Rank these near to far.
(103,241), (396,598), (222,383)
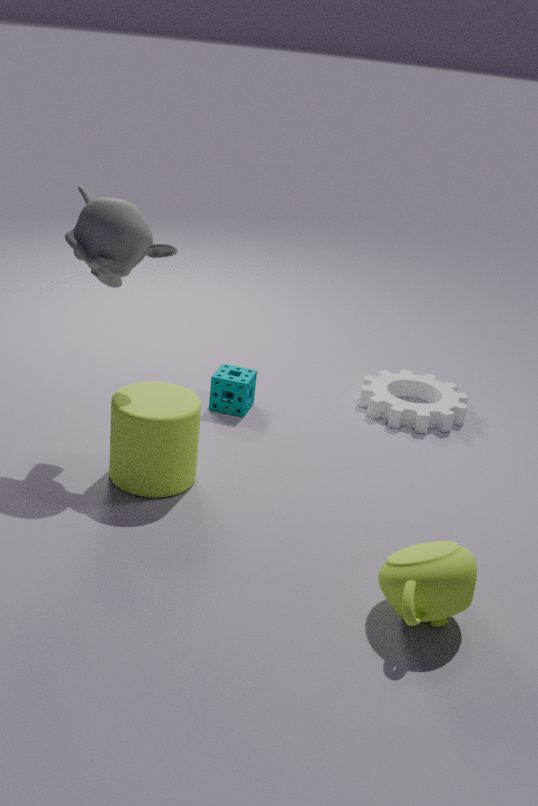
(396,598)
(103,241)
(222,383)
